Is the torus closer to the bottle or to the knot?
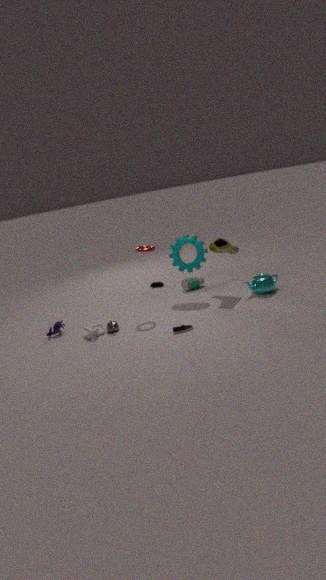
the bottle
